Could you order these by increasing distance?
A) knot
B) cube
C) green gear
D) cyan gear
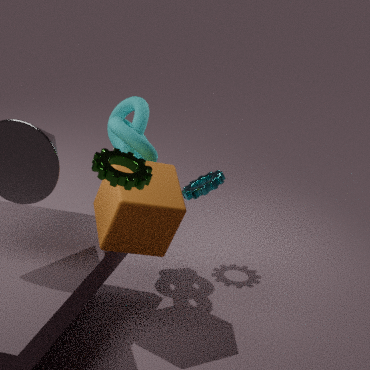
green gear → cube → knot → cyan gear
